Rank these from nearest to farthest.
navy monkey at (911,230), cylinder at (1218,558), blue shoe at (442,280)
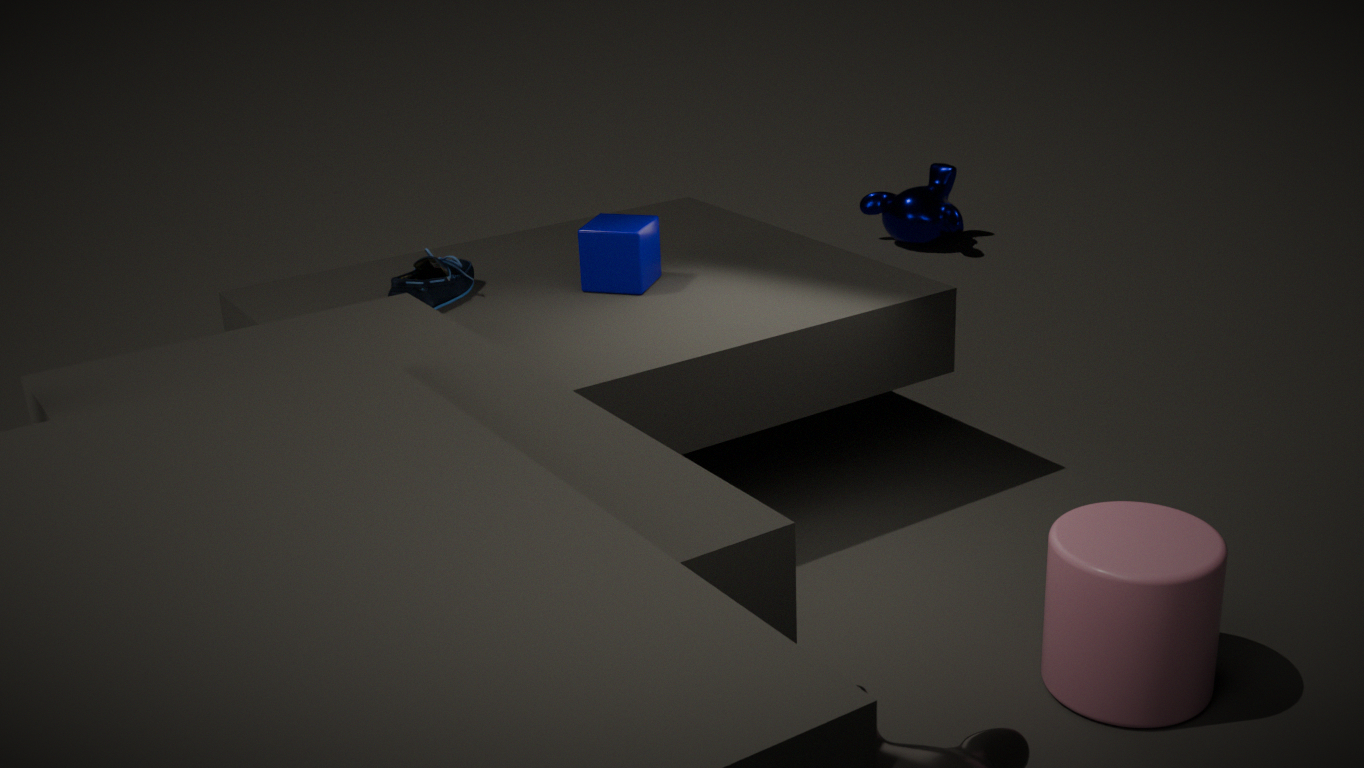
1. cylinder at (1218,558)
2. blue shoe at (442,280)
3. navy monkey at (911,230)
